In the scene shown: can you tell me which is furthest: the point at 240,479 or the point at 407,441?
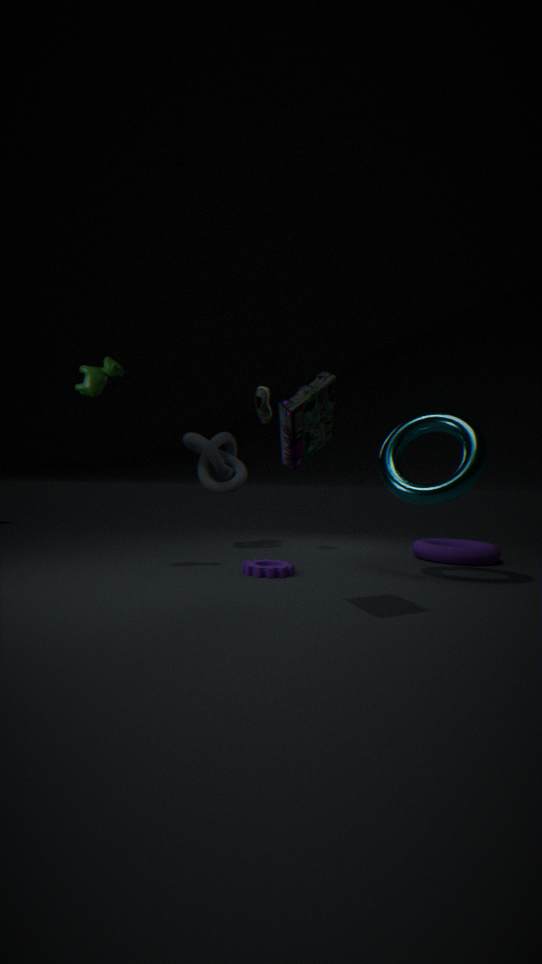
the point at 240,479
